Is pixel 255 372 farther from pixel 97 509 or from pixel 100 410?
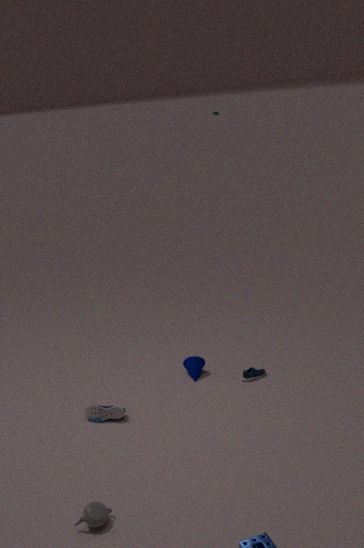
pixel 97 509
